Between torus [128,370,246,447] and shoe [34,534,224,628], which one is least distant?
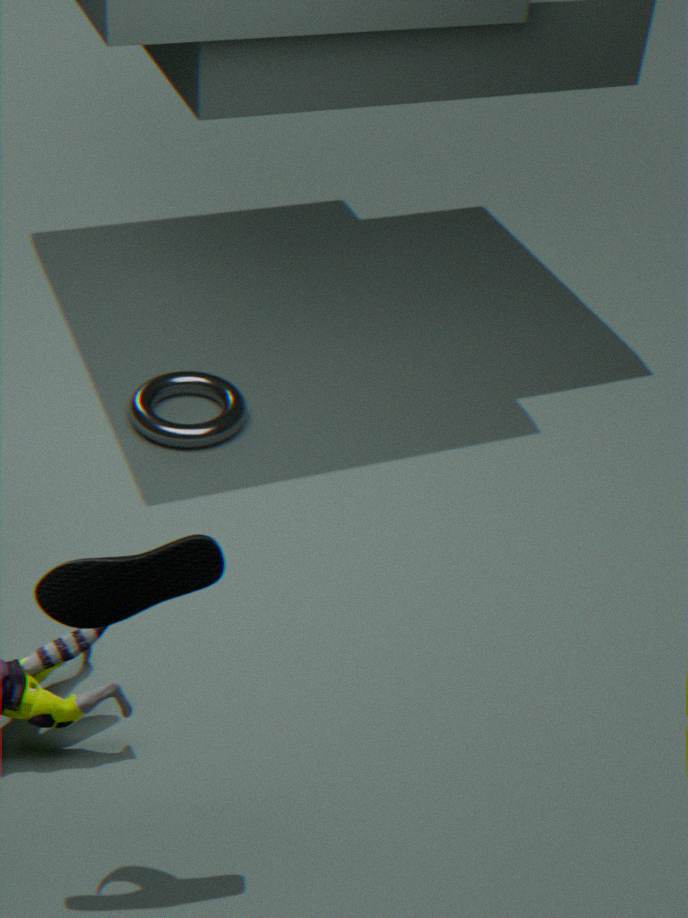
shoe [34,534,224,628]
